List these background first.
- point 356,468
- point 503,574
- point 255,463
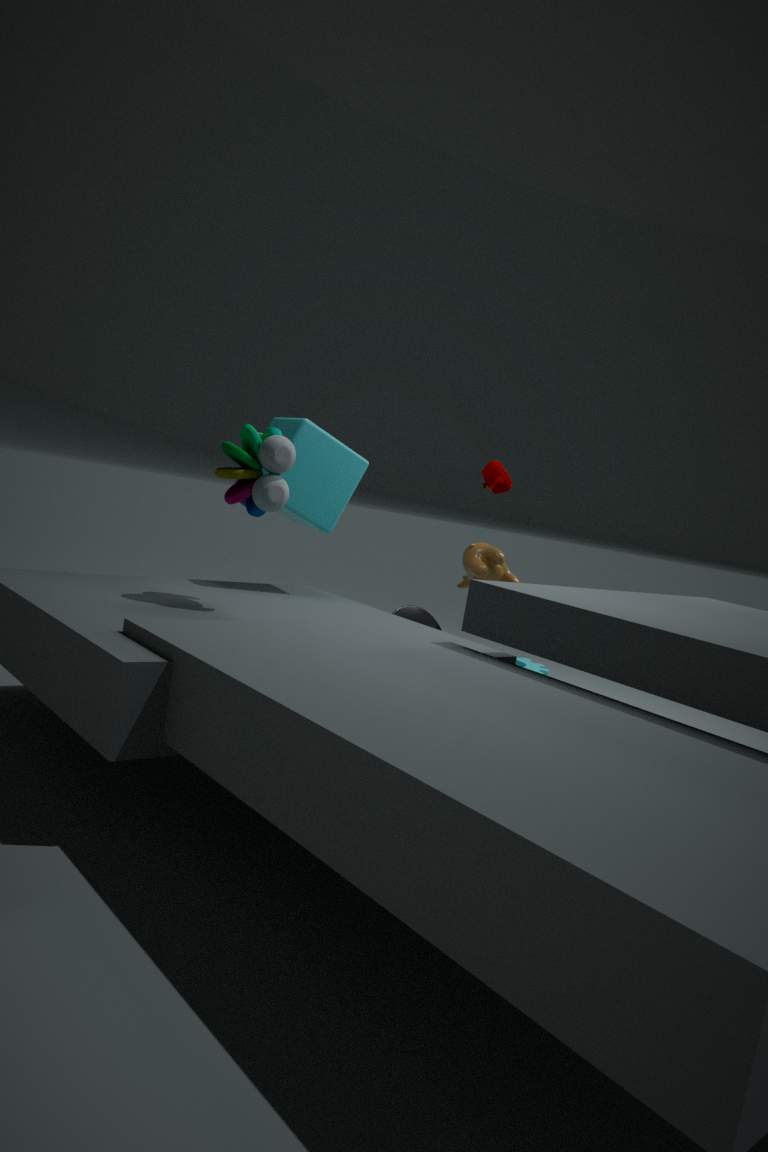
point 503,574
point 356,468
point 255,463
